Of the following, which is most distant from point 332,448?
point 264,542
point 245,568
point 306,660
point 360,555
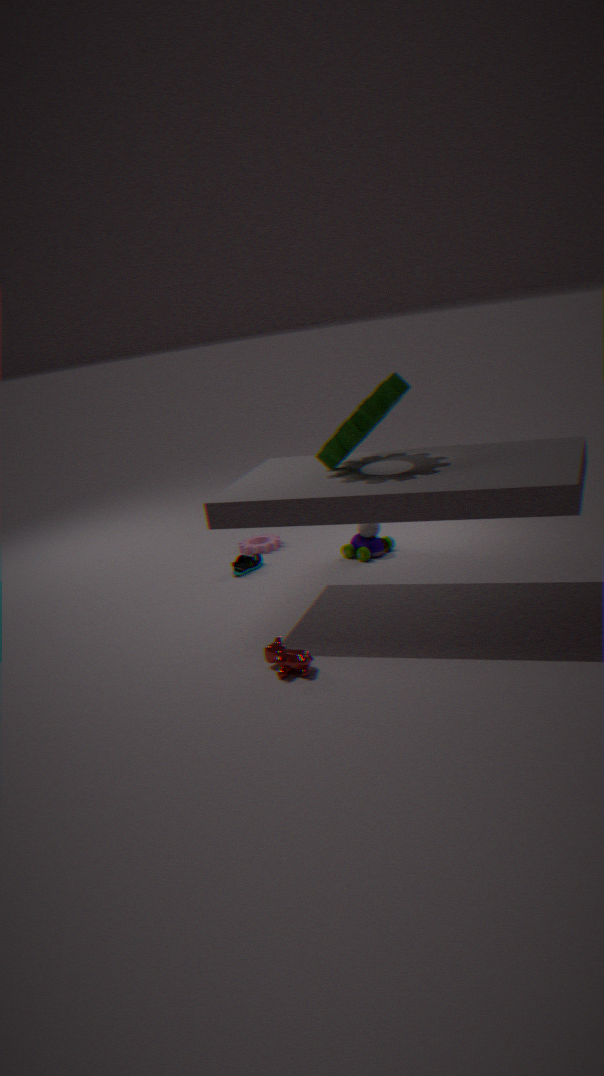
point 264,542
